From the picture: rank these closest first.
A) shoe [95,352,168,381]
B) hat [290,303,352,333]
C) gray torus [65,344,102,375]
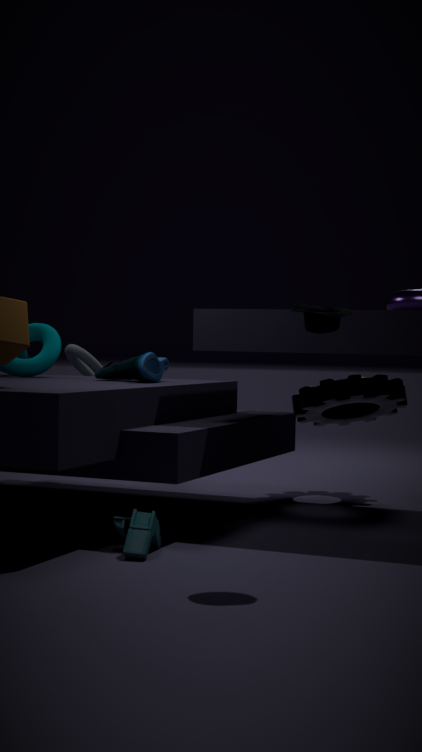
hat [290,303,352,333] → shoe [95,352,168,381] → gray torus [65,344,102,375]
